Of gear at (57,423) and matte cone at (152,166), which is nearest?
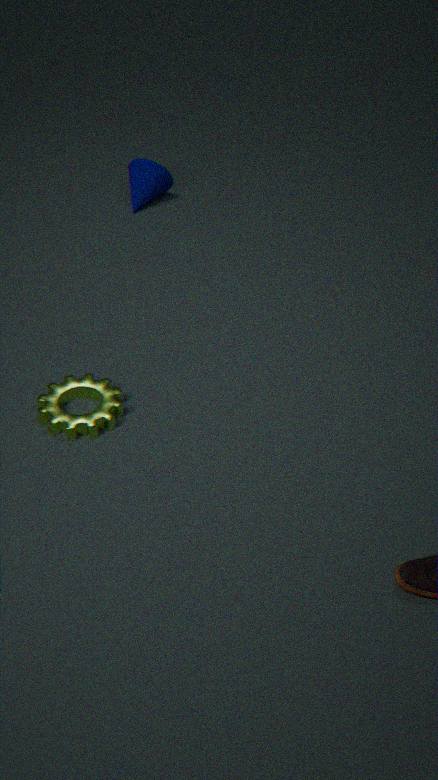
gear at (57,423)
